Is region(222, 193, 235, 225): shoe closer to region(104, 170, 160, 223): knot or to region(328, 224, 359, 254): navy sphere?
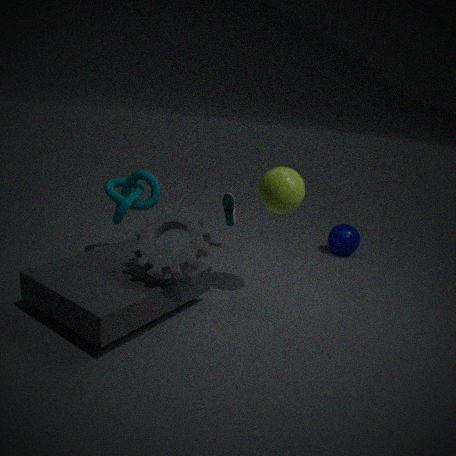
region(104, 170, 160, 223): knot
